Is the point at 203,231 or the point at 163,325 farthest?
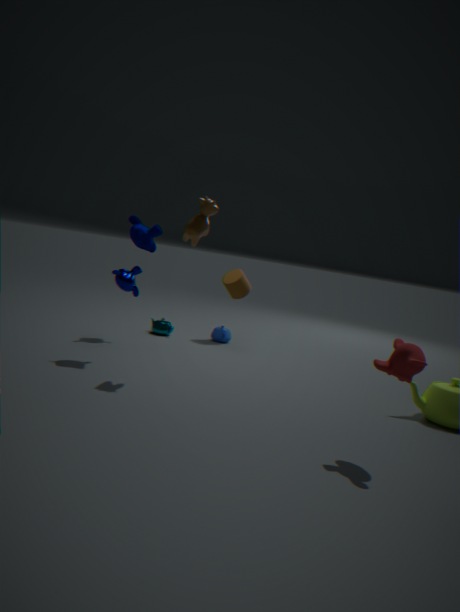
the point at 163,325
